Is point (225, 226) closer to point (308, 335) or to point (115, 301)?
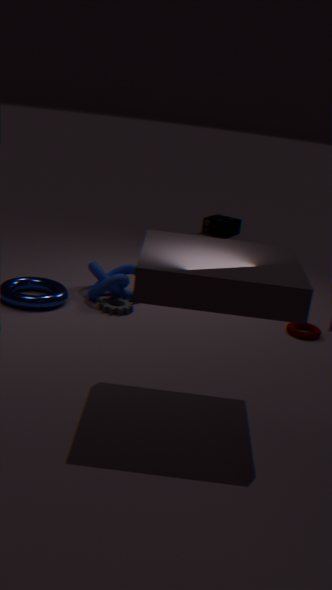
point (308, 335)
